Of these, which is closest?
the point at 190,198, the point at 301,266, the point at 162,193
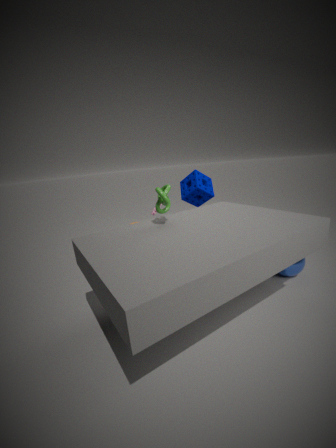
the point at 162,193
